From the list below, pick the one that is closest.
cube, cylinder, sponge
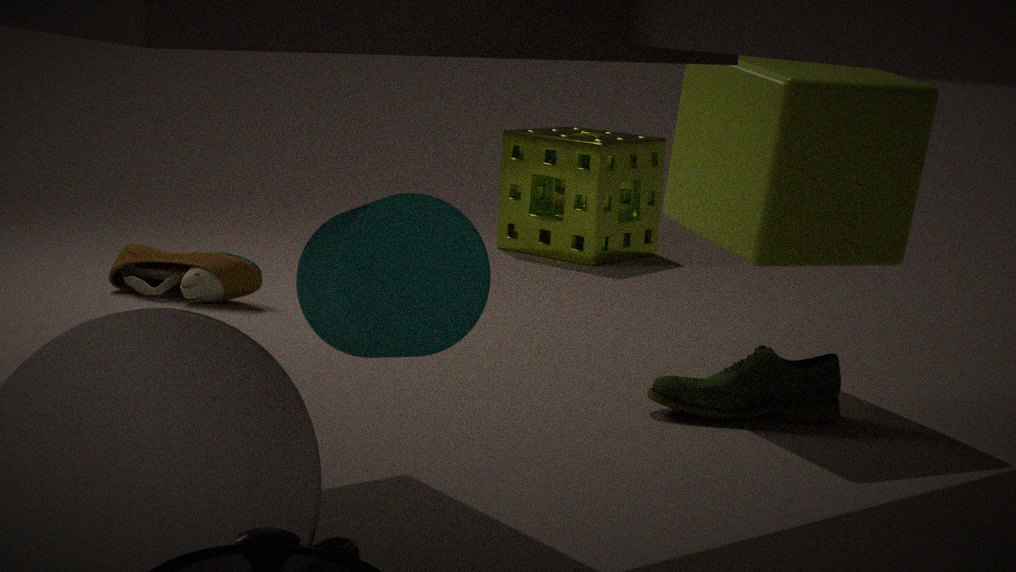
cylinder
